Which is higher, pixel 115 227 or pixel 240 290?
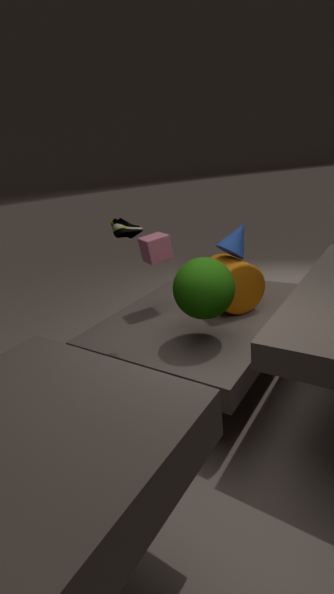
pixel 115 227
